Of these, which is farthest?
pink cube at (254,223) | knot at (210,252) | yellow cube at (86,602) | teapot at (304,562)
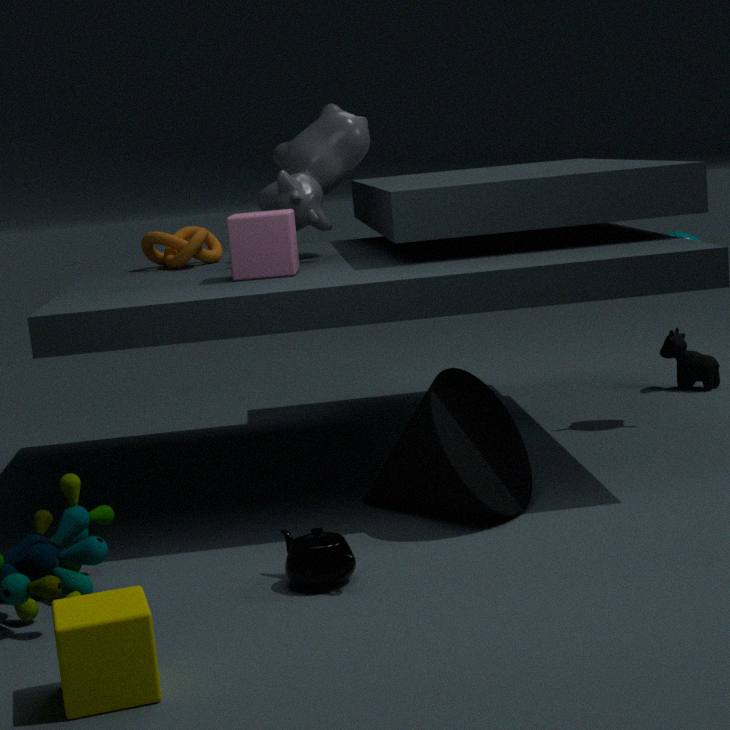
knot at (210,252)
